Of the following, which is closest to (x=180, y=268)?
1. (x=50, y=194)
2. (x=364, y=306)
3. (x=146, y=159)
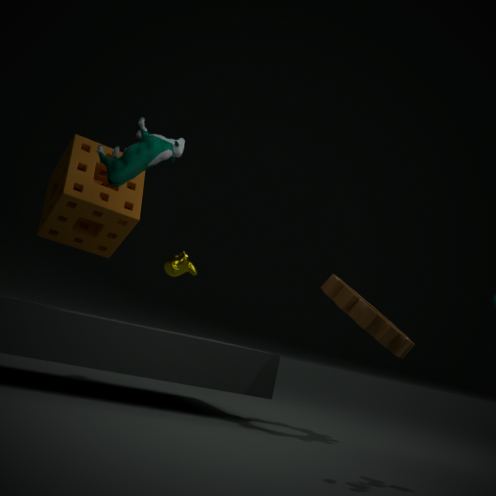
(x=50, y=194)
